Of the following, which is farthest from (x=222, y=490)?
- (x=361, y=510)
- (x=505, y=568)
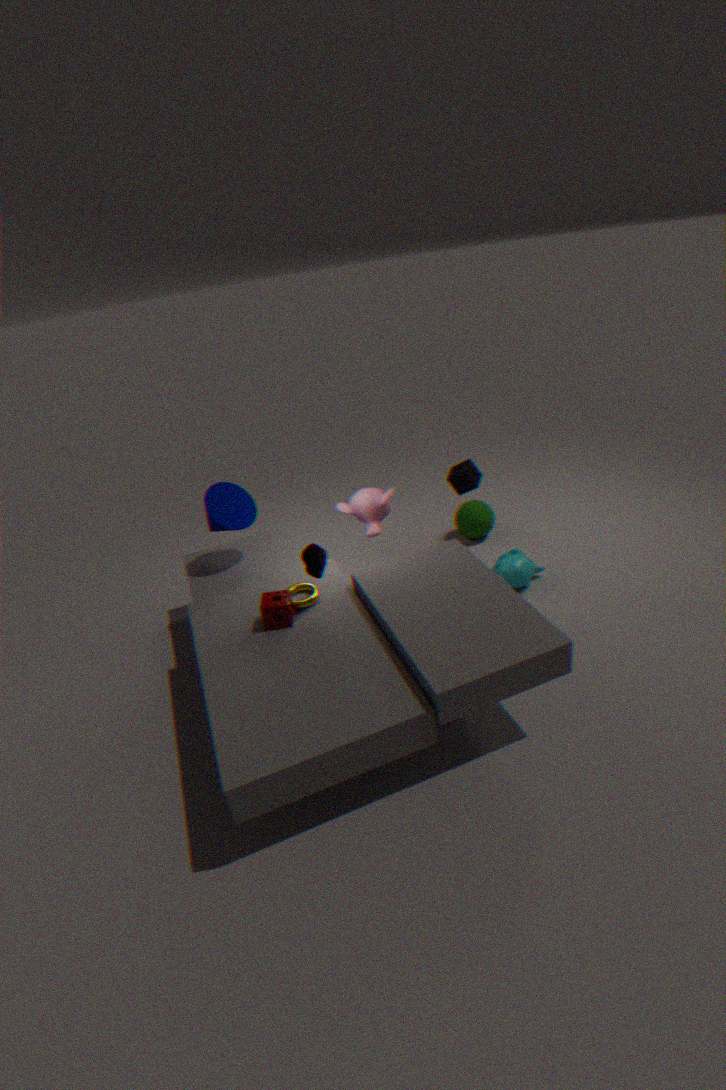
(x=505, y=568)
